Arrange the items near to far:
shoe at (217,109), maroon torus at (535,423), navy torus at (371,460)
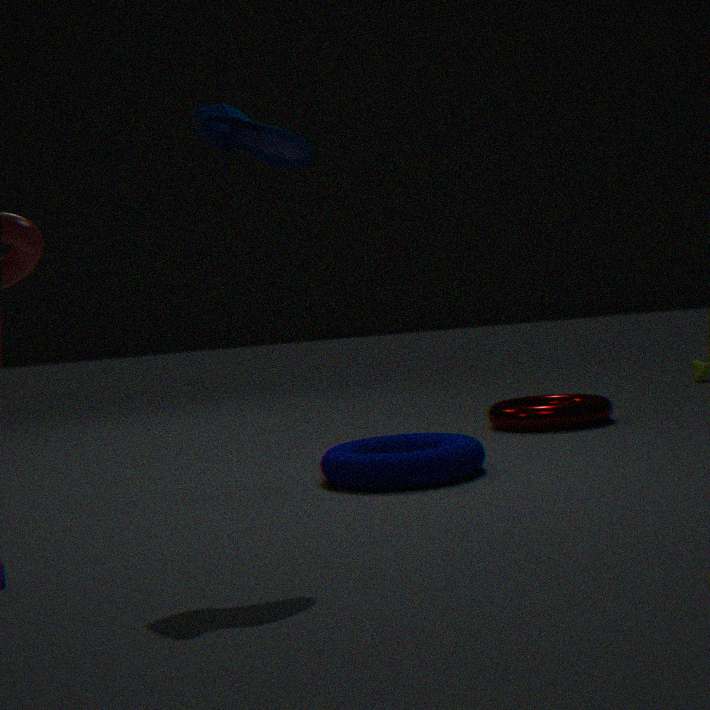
1. shoe at (217,109)
2. navy torus at (371,460)
3. maroon torus at (535,423)
